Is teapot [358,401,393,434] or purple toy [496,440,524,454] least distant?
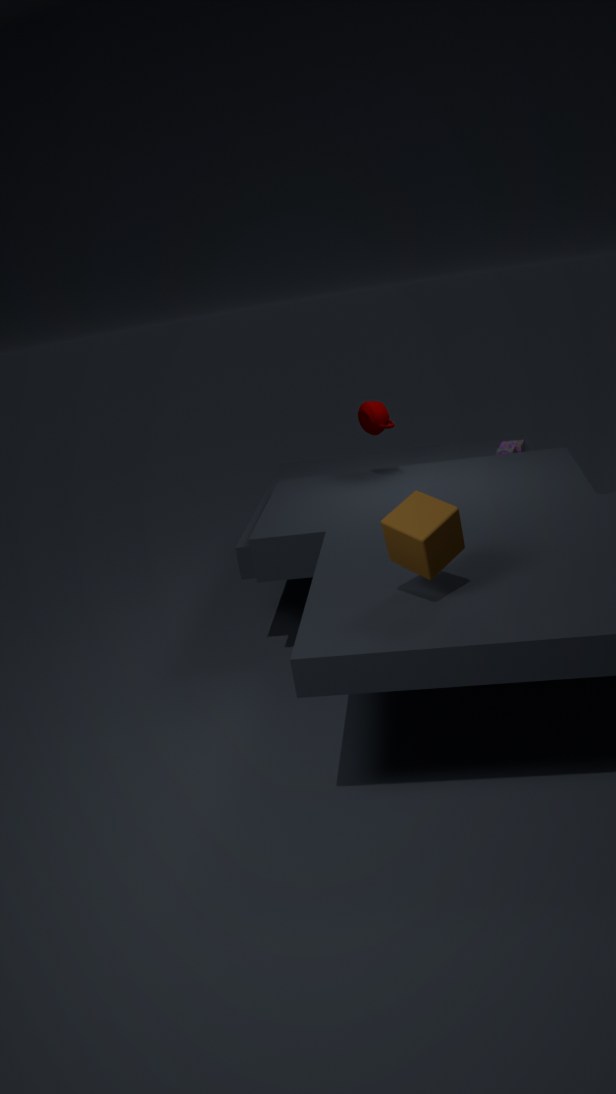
teapot [358,401,393,434]
